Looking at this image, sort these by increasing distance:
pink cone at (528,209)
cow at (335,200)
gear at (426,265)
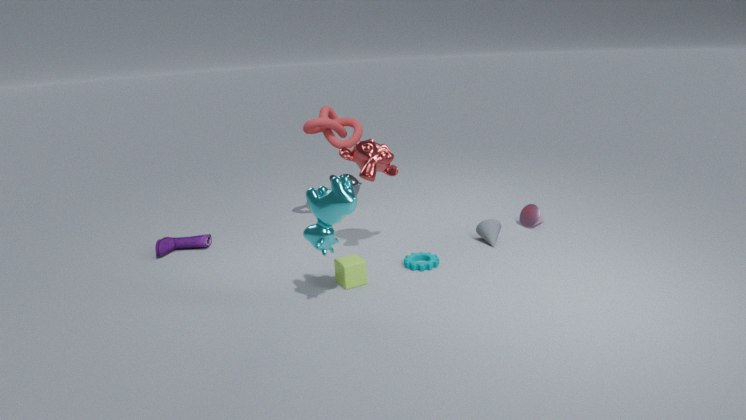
cow at (335,200)
gear at (426,265)
pink cone at (528,209)
